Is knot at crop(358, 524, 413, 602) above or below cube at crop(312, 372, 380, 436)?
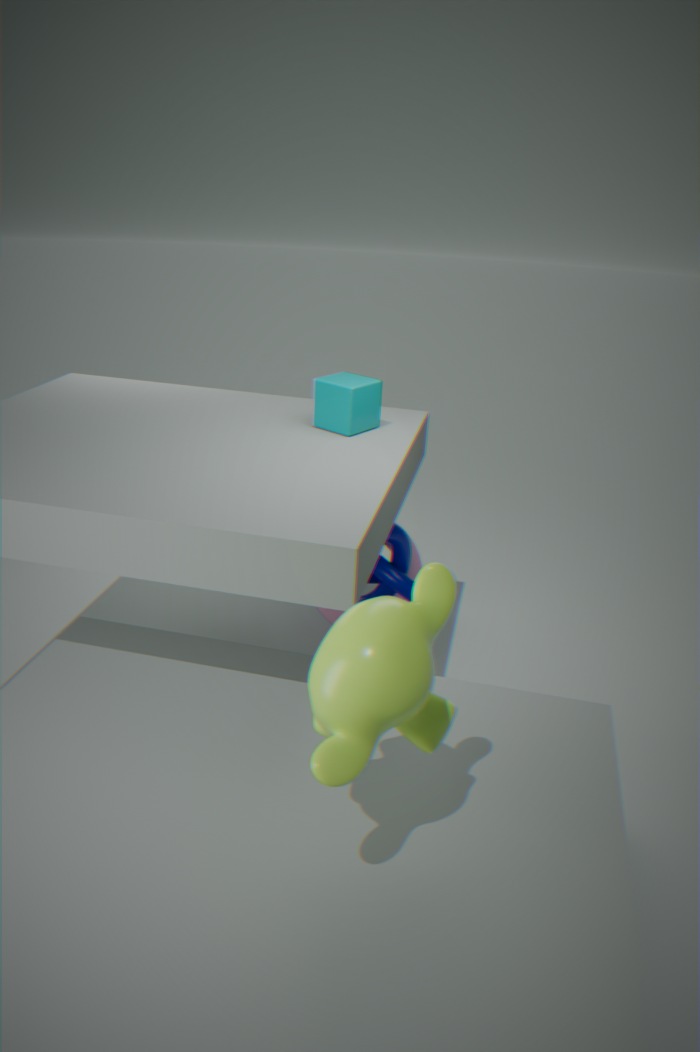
below
